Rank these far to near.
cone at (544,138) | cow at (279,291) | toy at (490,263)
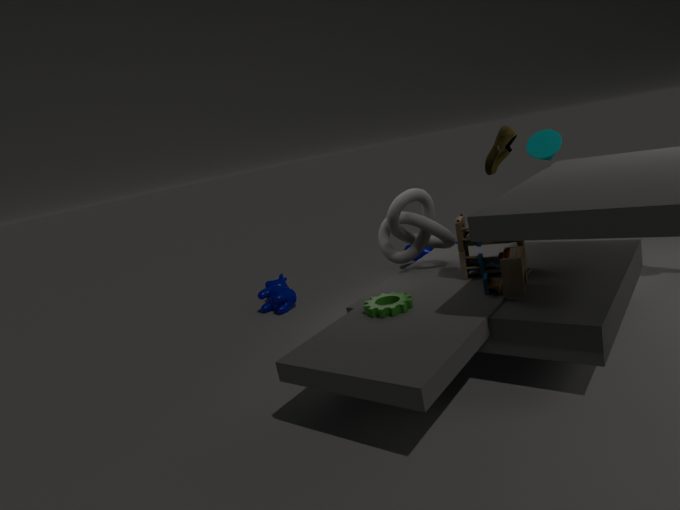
cow at (279,291)
cone at (544,138)
toy at (490,263)
